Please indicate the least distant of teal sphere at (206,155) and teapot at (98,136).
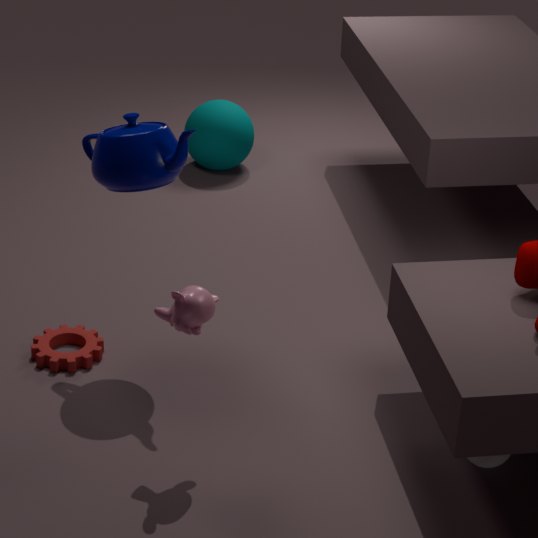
teapot at (98,136)
